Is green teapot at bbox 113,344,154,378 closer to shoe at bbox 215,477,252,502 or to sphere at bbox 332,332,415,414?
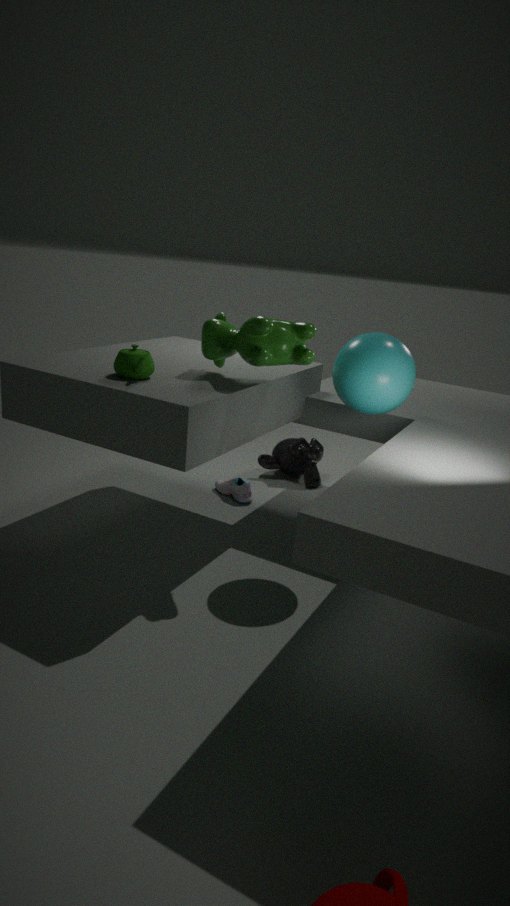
sphere at bbox 332,332,415,414
